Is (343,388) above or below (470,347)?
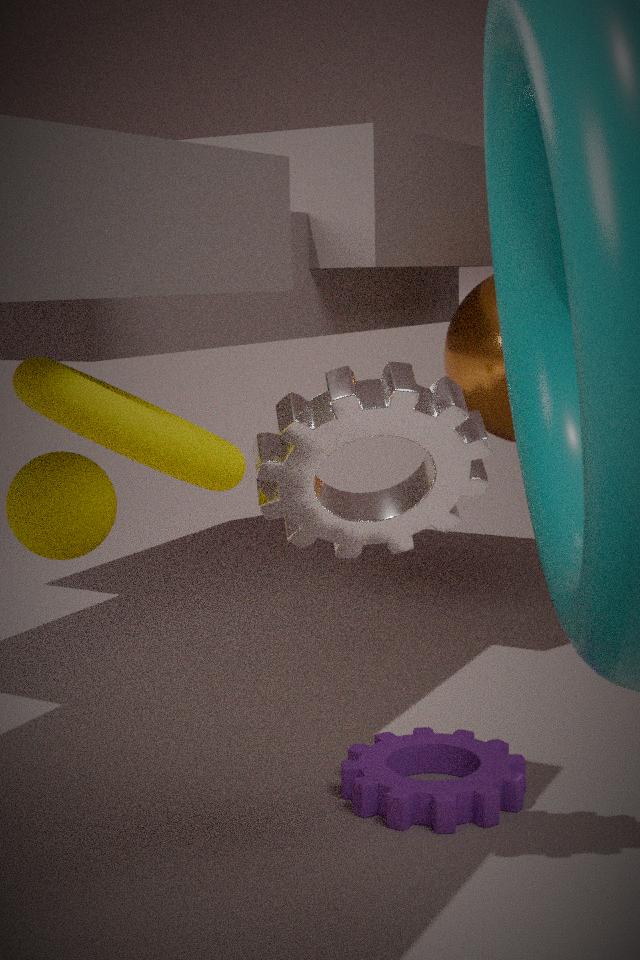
below
